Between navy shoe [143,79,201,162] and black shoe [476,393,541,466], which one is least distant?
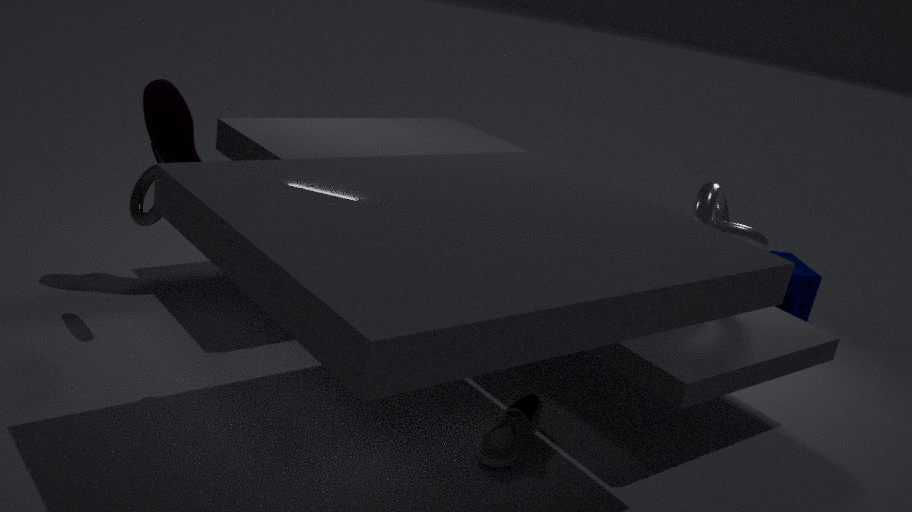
black shoe [476,393,541,466]
